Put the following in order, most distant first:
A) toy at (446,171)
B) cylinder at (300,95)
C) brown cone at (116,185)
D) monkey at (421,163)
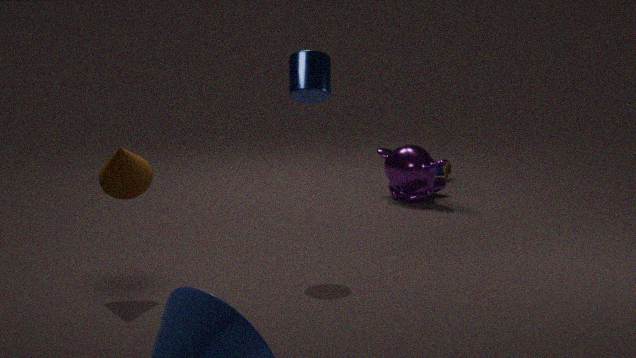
toy at (446,171) → monkey at (421,163) → cylinder at (300,95) → brown cone at (116,185)
